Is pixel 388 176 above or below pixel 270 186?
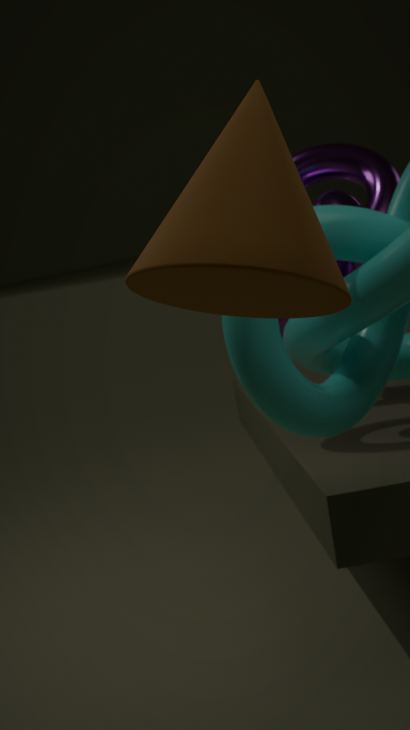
below
